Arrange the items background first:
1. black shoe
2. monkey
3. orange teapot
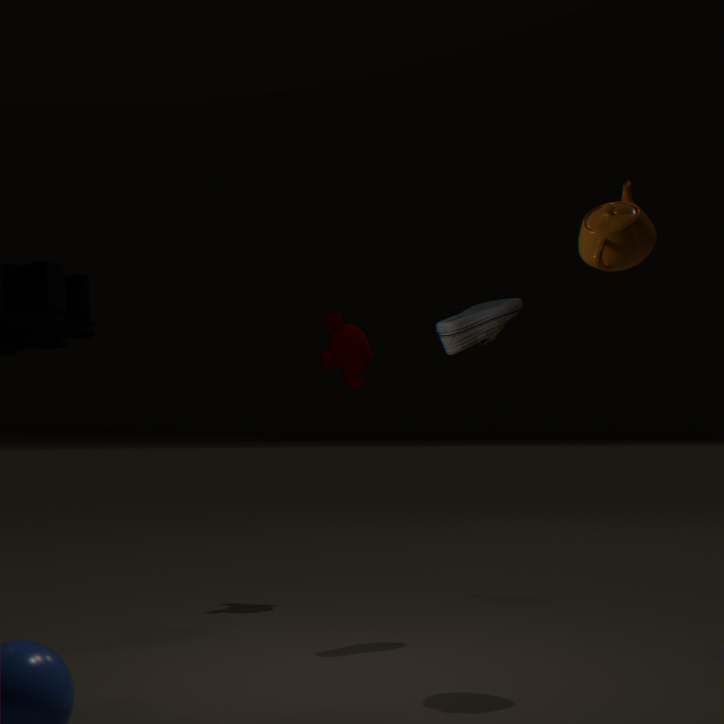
monkey, black shoe, orange teapot
